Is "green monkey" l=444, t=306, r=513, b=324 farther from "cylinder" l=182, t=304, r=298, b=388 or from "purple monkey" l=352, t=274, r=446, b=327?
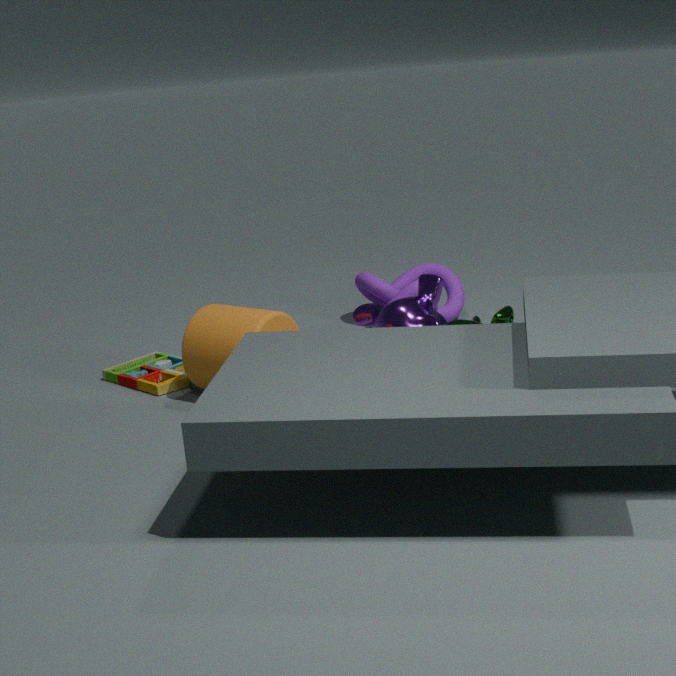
"cylinder" l=182, t=304, r=298, b=388
